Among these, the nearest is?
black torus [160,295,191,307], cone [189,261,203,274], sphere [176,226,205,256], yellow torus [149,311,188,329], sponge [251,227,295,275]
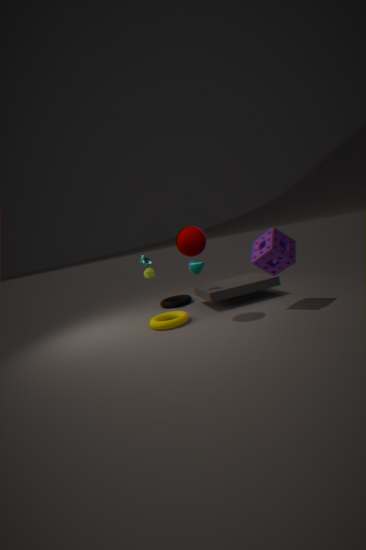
sphere [176,226,205,256]
